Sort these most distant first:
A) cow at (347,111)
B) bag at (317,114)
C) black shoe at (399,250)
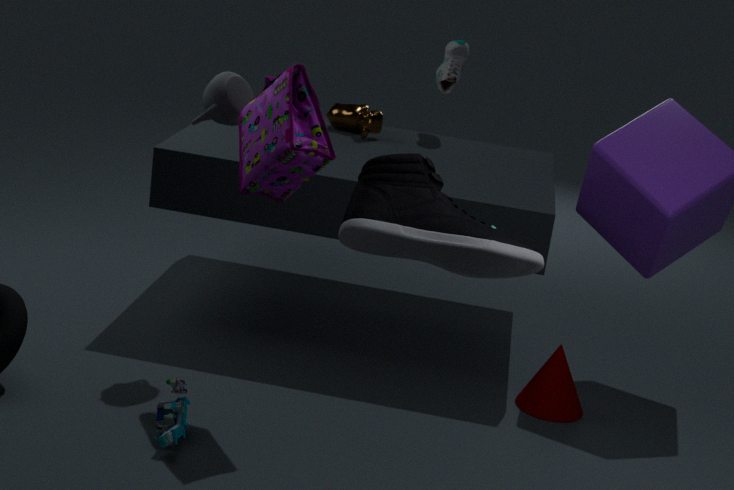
cow at (347,111)
bag at (317,114)
black shoe at (399,250)
